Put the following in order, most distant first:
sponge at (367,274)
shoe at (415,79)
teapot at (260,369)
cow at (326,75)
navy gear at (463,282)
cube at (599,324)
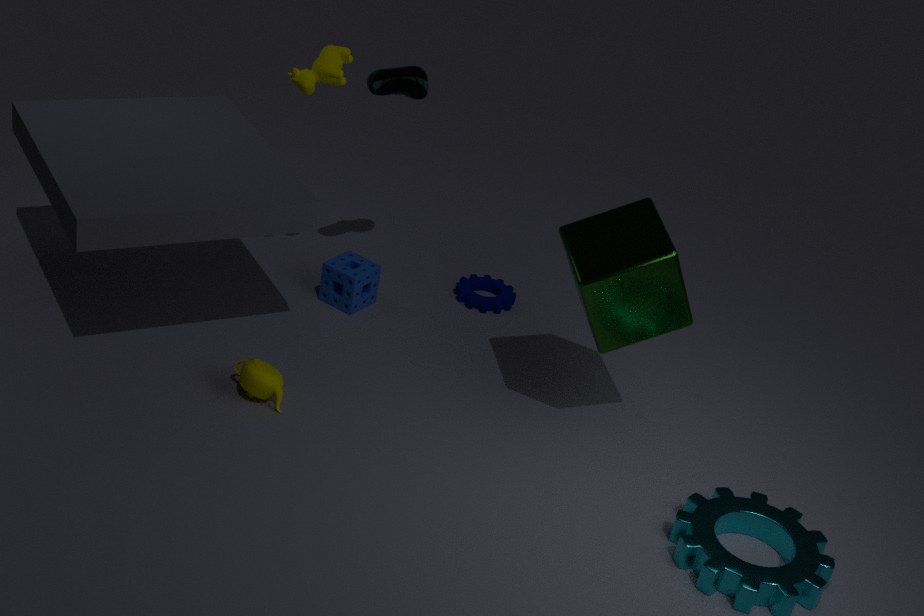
1. navy gear at (463,282)
2. sponge at (367,274)
3. shoe at (415,79)
4. cow at (326,75)
5. teapot at (260,369)
6. cube at (599,324)
